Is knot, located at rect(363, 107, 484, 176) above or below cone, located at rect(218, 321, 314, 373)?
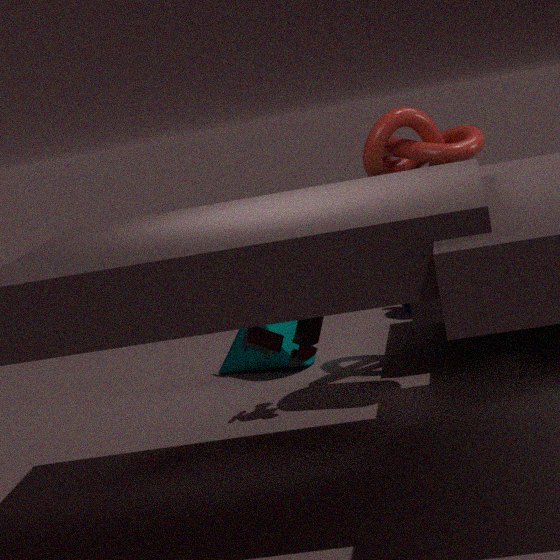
above
